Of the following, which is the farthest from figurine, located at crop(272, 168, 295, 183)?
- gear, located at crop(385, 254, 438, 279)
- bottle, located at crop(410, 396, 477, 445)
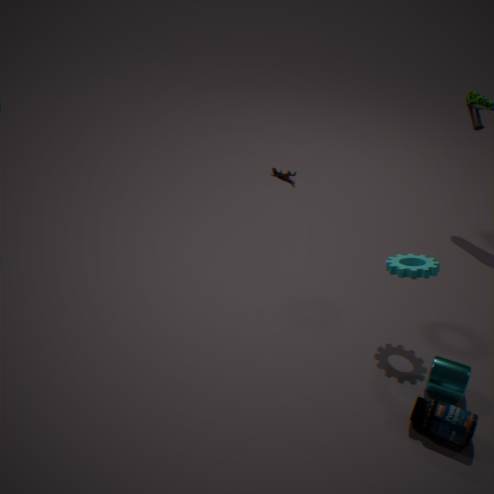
bottle, located at crop(410, 396, 477, 445)
